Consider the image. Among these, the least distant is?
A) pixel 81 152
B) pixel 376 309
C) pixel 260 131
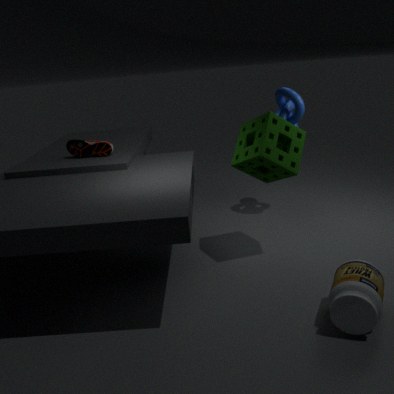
pixel 376 309
